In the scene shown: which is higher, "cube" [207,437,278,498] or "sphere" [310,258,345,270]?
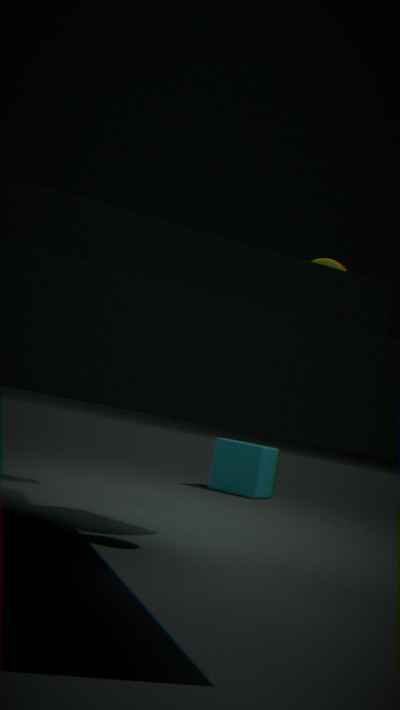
"sphere" [310,258,345,270]
